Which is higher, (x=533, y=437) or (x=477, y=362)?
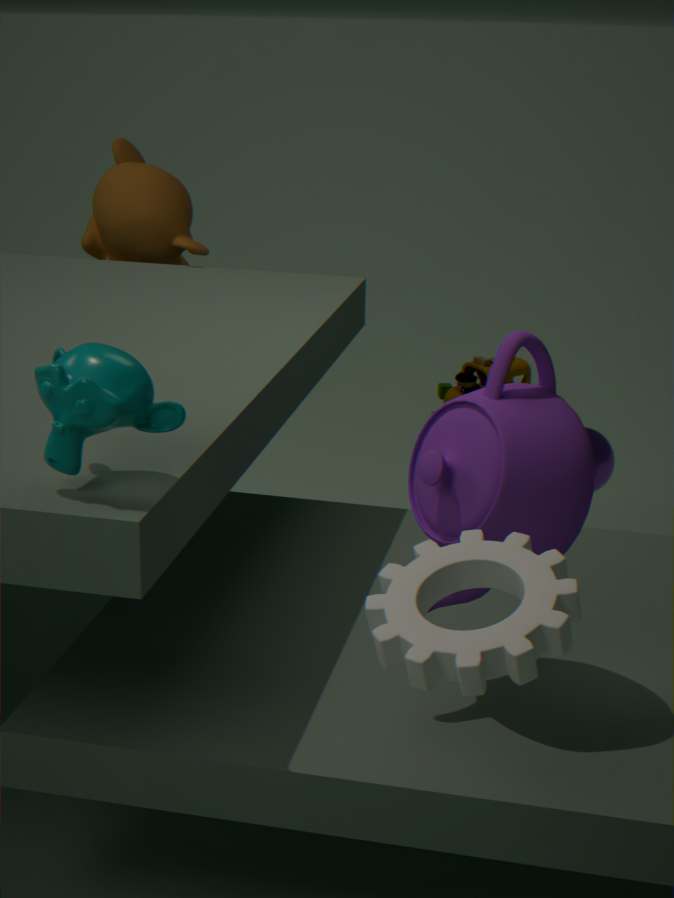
(x=533, y=437)
